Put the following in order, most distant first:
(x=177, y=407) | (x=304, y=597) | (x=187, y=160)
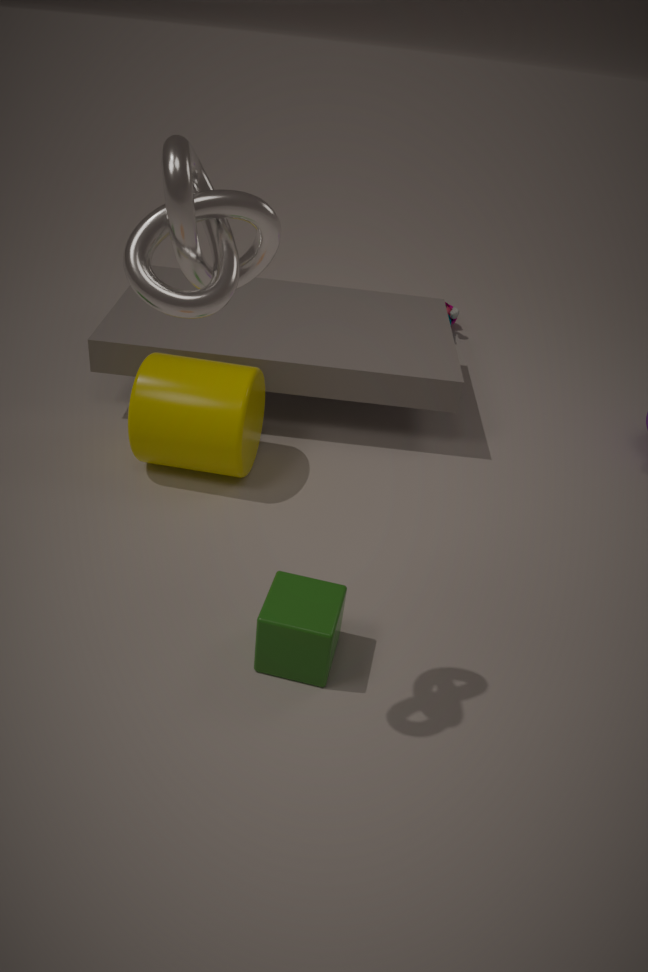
(x=177, y=407), (x=304, y=597), (x=187, y=160)
